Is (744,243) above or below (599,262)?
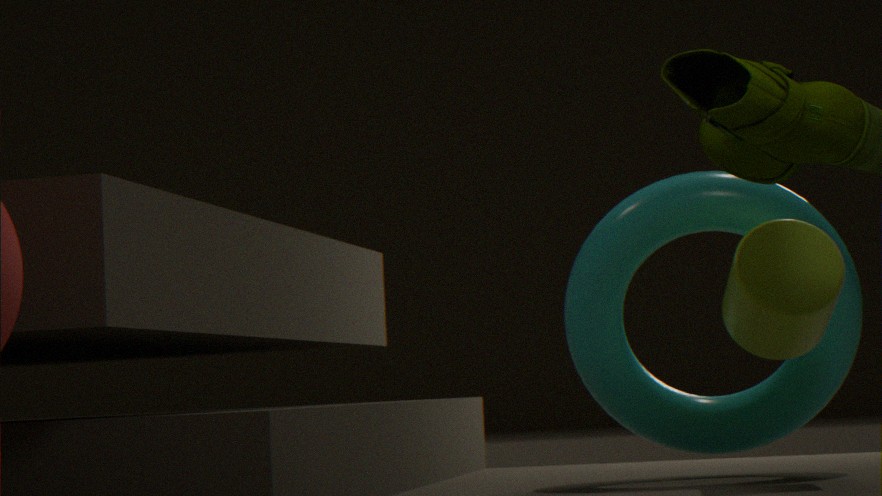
above
